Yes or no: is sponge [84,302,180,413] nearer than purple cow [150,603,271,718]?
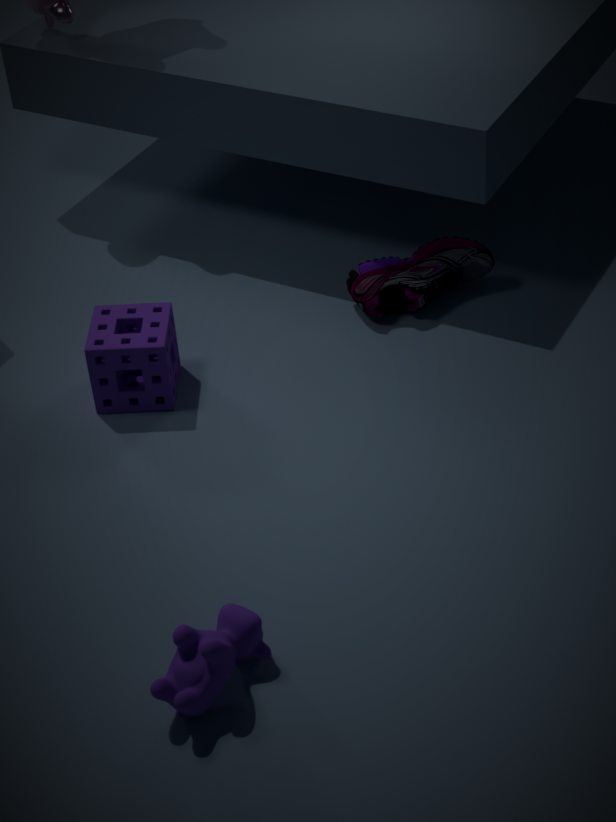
No
